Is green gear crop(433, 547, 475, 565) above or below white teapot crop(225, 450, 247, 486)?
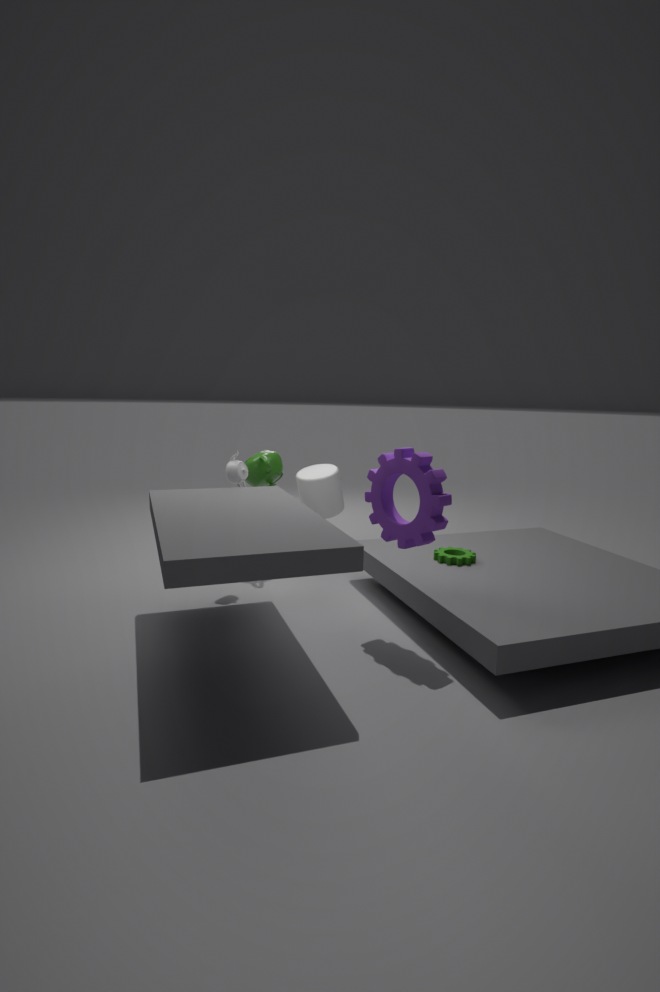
below
